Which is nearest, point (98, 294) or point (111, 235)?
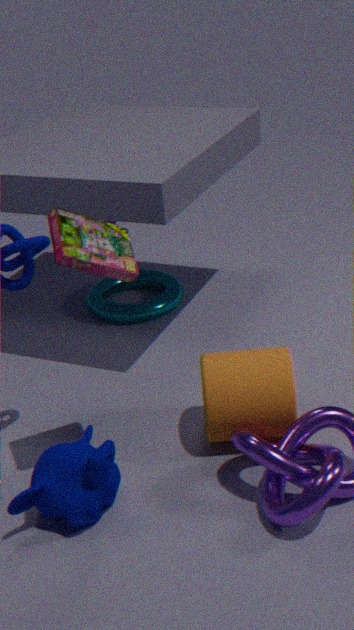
point (111, 235)
